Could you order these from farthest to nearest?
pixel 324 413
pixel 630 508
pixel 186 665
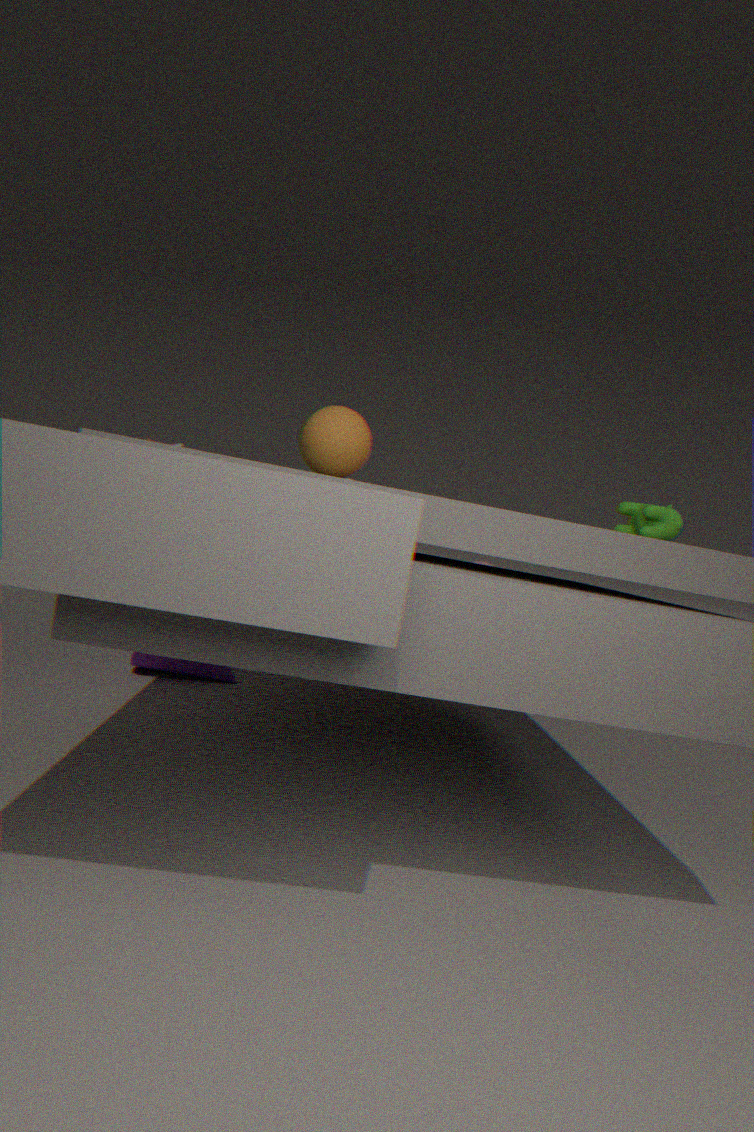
1. pixel 186 665
2. pixel 630 508
3. pixel 324 413
